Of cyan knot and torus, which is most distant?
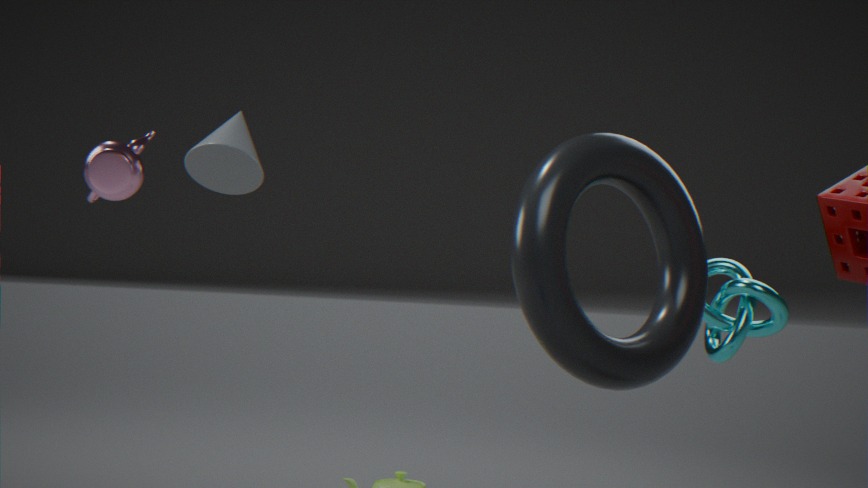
cyan knot
